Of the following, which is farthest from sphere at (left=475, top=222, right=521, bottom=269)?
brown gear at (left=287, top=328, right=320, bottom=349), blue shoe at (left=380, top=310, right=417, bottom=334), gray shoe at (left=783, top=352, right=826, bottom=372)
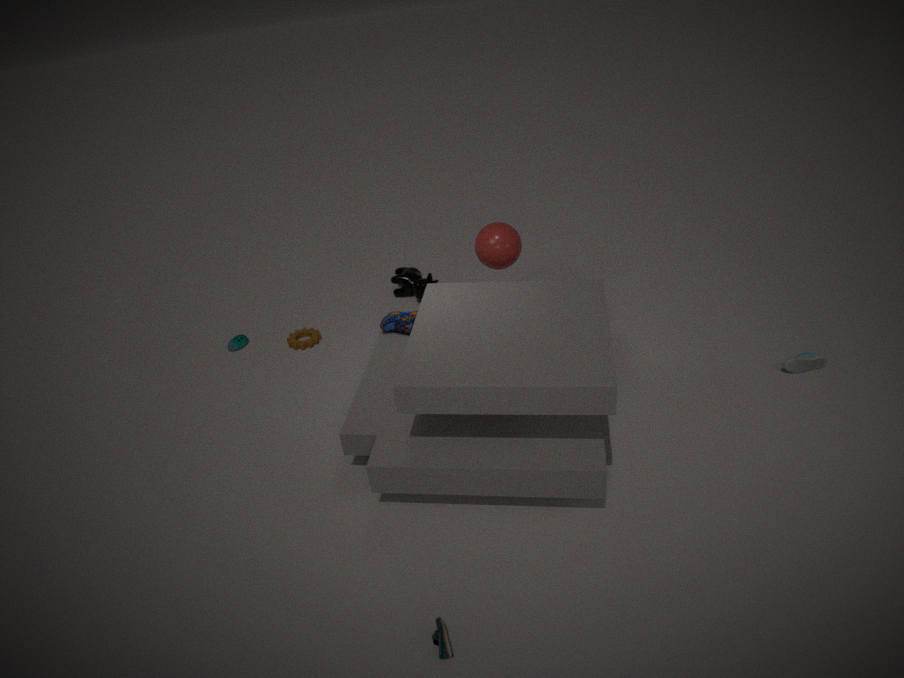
gray shoe at (left=783, top=352, right=826, bottom=372)
